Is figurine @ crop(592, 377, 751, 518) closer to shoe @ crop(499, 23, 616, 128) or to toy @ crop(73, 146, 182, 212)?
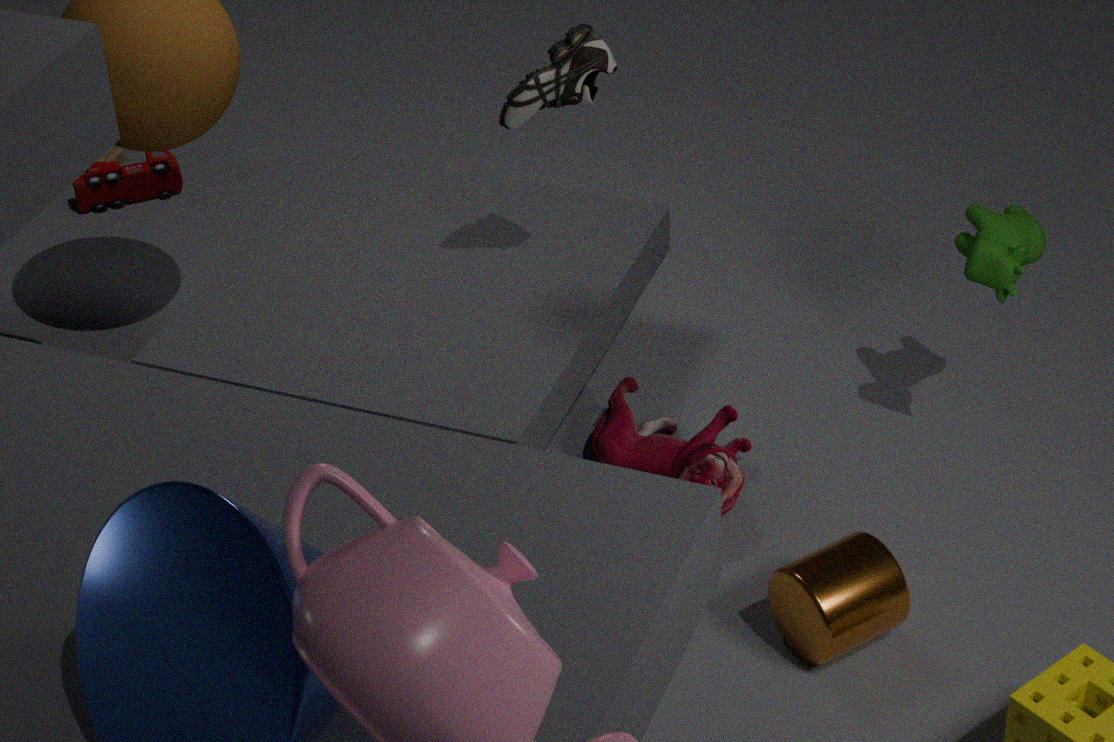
shoe @ crop(499, 23, 616, 128)
